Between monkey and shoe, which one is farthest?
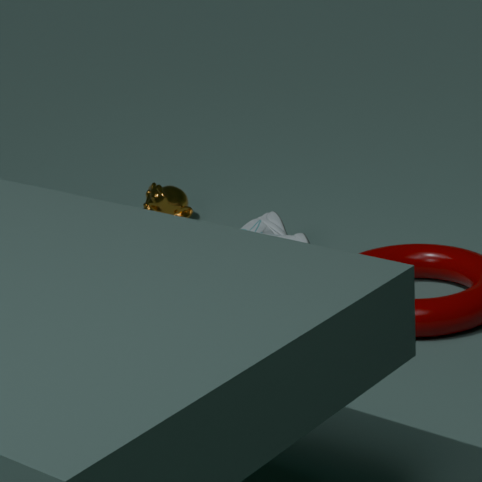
monkey
